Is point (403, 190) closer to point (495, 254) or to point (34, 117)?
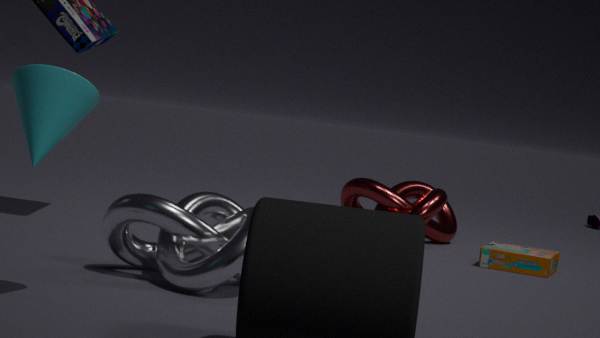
point (495, 254)
